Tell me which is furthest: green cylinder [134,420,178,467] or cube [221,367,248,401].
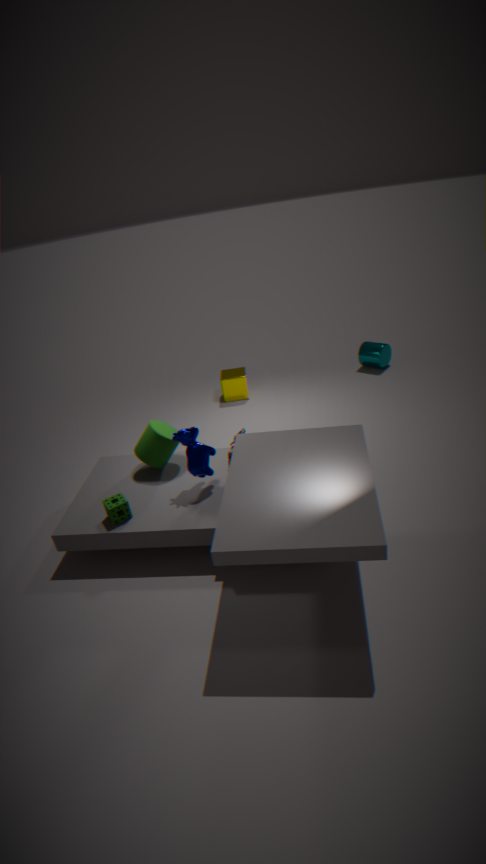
cube [221,367,248,401]
